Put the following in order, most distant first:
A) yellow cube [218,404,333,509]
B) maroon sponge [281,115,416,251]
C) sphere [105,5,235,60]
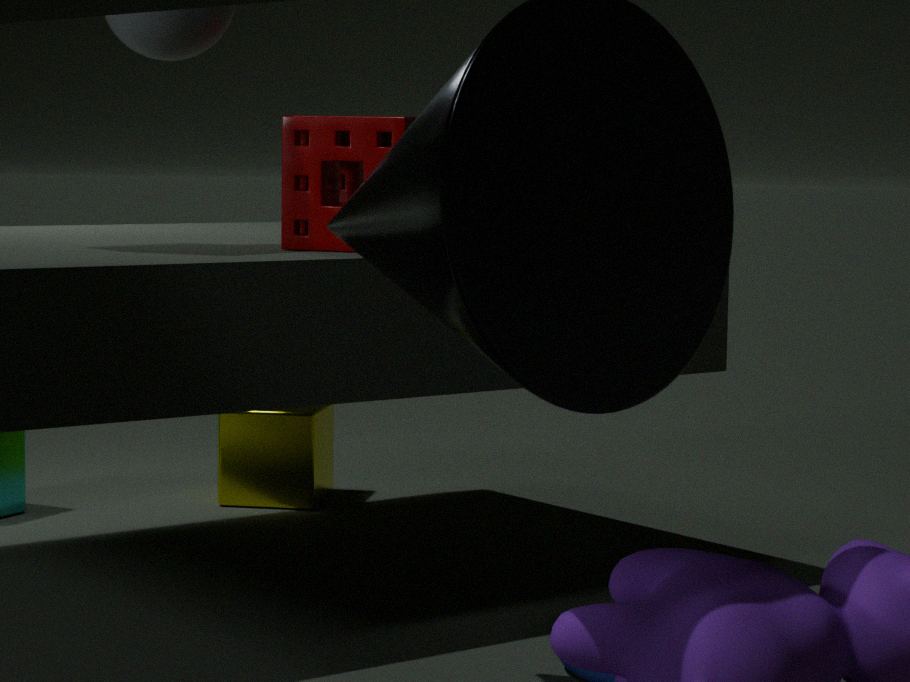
yellow cube [218,404,333,509] < maroon sponge [281,115,416,251] < sphere [105,5,235,60]
